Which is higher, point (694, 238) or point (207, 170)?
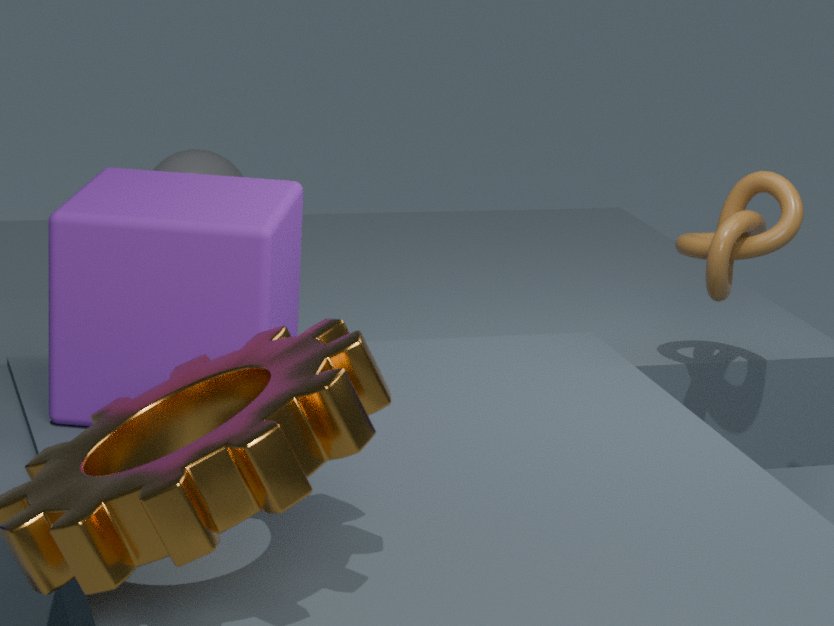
point (694, 238)
